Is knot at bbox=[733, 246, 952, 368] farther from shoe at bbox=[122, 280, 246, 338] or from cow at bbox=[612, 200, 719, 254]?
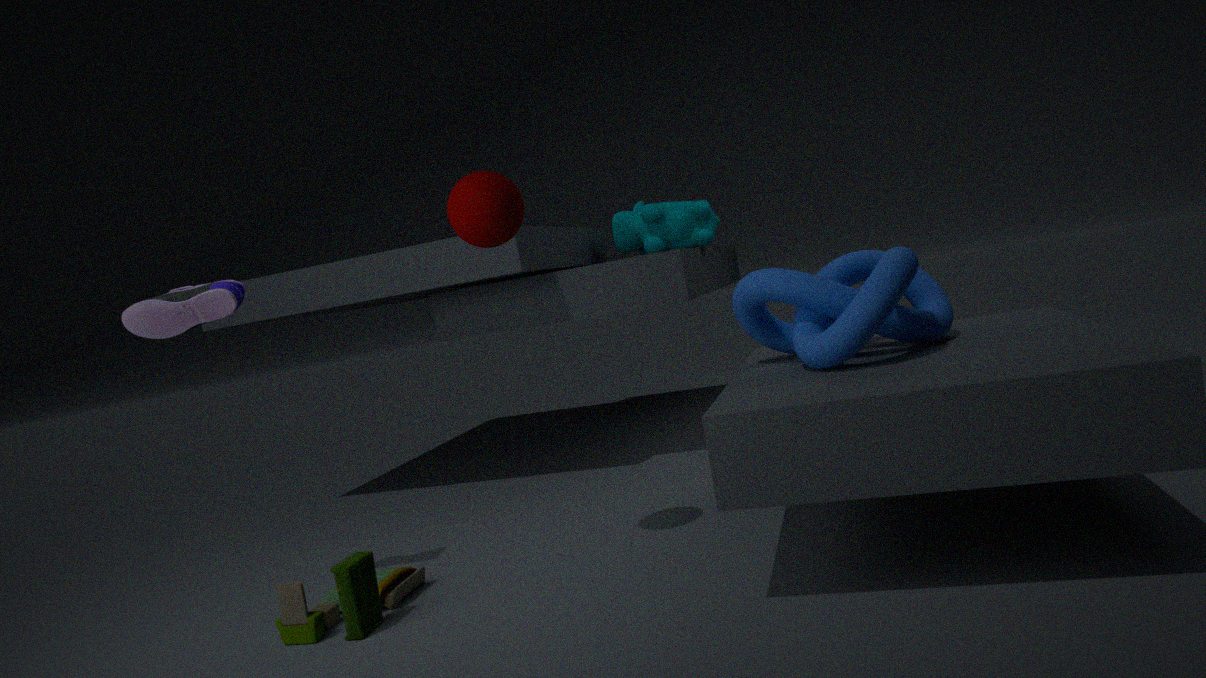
shoe at bbox=[122, 280, 246, 338]
